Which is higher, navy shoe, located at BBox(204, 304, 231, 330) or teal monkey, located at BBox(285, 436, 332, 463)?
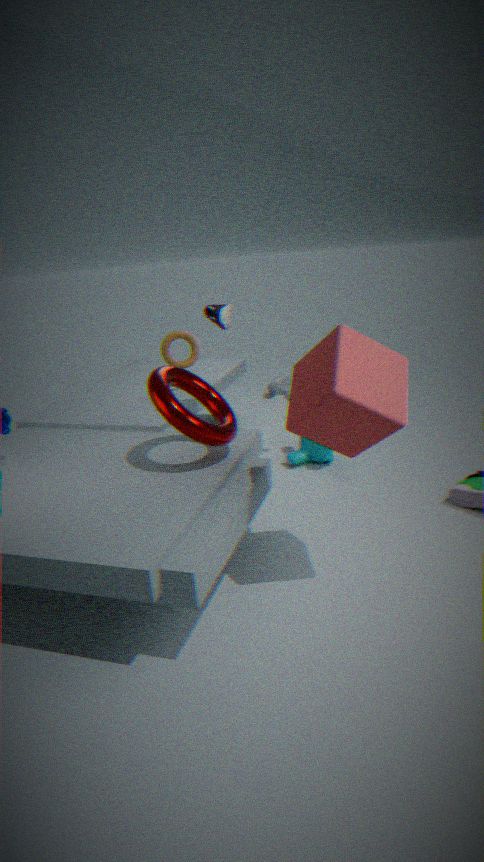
navy shoe, located at BBox(204, 304, 231, 330)
